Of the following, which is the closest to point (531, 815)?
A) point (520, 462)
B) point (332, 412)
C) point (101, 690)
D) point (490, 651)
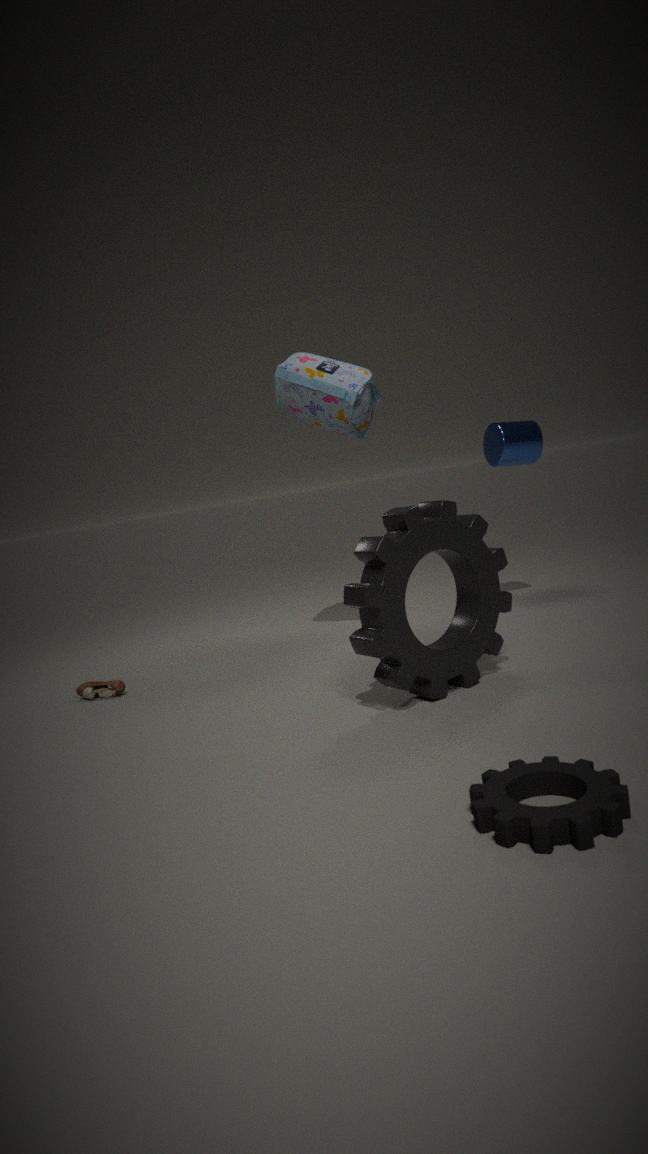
point (490, 651)
